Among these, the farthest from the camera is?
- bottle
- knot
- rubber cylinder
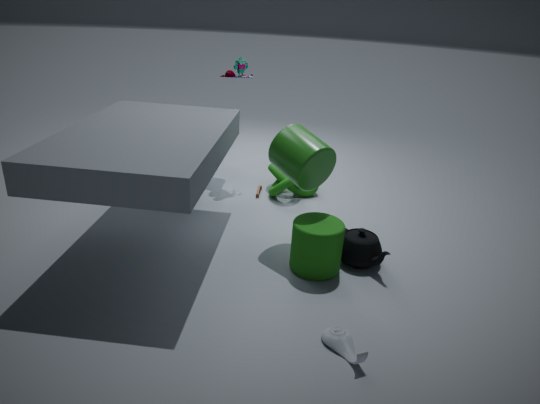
knot
